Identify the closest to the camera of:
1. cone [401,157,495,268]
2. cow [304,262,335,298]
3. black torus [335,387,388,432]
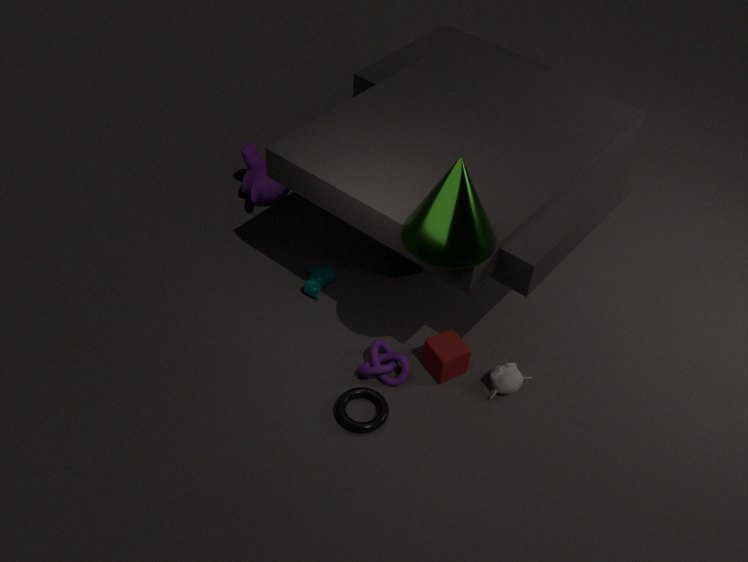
cone [401,157,495,268]
